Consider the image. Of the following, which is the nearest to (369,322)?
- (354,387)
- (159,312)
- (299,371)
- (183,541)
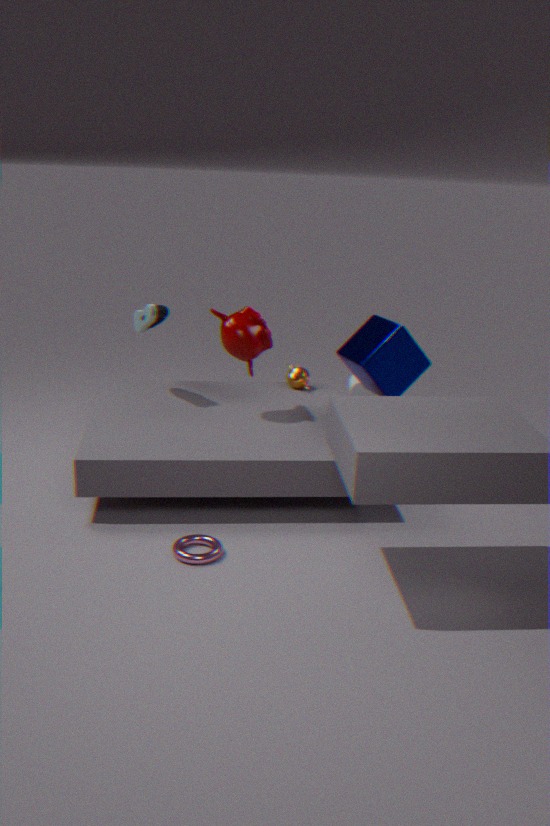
(354,387)
